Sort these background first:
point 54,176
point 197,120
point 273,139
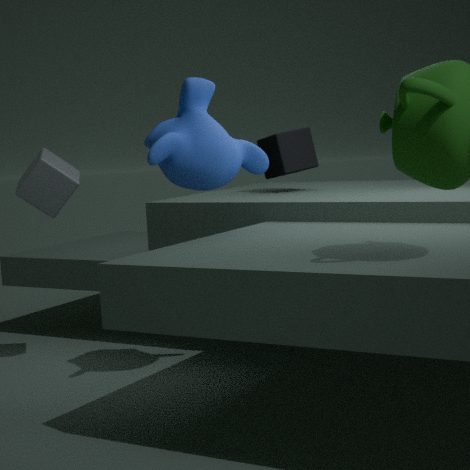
point 273,139
point 54,176
point 197,120
